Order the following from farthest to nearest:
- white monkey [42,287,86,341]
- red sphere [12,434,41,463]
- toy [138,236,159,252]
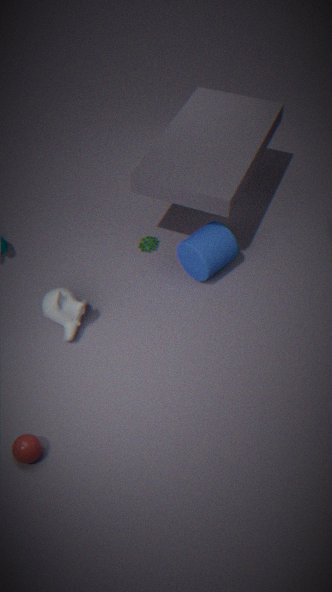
toy [138,236,159,252], white monkey [42,287,86,341], red sphere [12,434,41,463]
